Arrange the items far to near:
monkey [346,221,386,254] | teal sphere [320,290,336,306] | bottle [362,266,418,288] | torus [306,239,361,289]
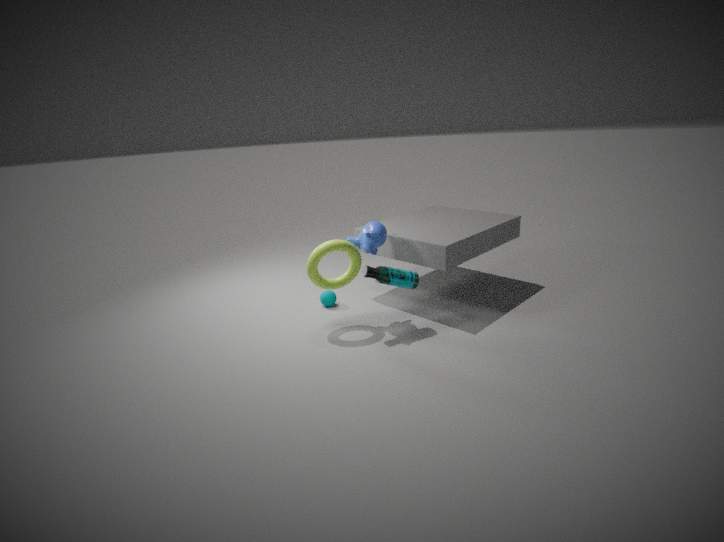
1. teal sphere [320,290,336,306]
2. monkey [346,221,386,254]
3. torus [306,239,361,289]
4. bottle [362,266,418,288]
